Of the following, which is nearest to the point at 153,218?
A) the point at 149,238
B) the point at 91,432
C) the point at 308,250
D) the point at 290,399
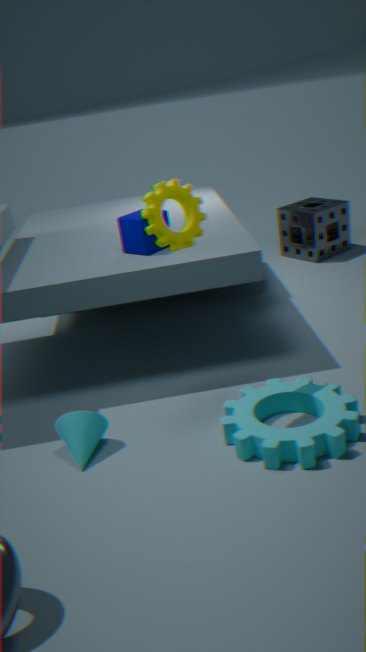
the point at 149,238
